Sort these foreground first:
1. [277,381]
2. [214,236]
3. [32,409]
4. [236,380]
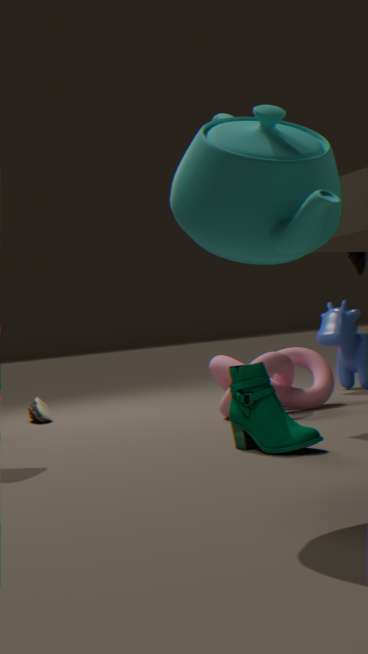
1. [214,236]
2. [236,380]
3. [277,381]
4. [32,409]
